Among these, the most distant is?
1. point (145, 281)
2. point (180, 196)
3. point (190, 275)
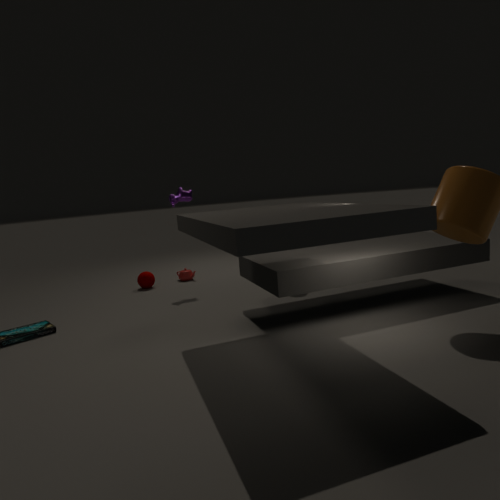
point (190, 275)
